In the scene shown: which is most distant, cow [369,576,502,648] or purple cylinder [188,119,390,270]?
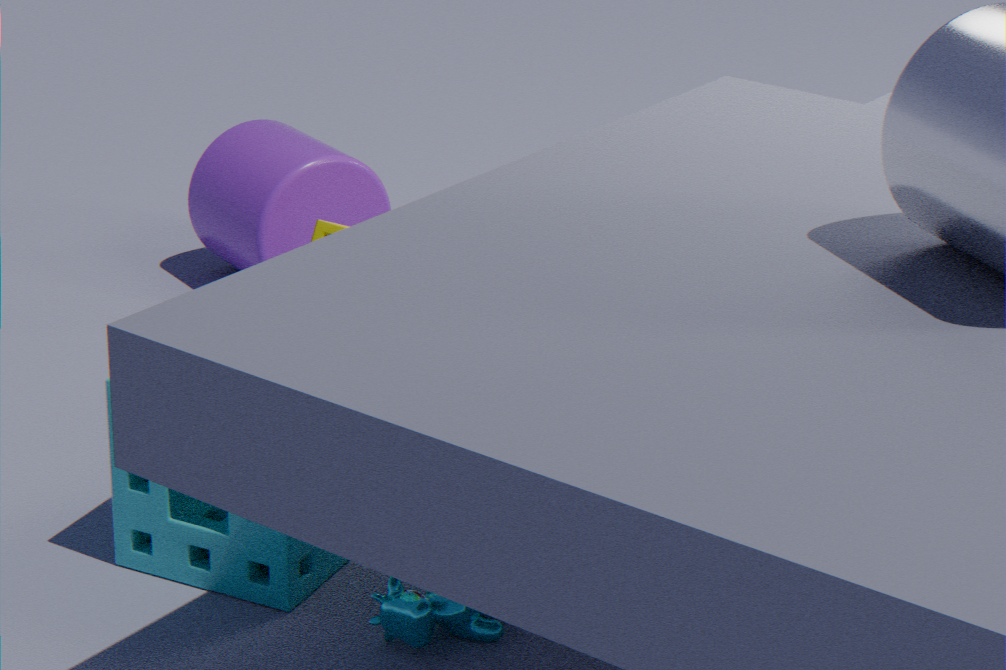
purple cylinder [188,119,390,270]
